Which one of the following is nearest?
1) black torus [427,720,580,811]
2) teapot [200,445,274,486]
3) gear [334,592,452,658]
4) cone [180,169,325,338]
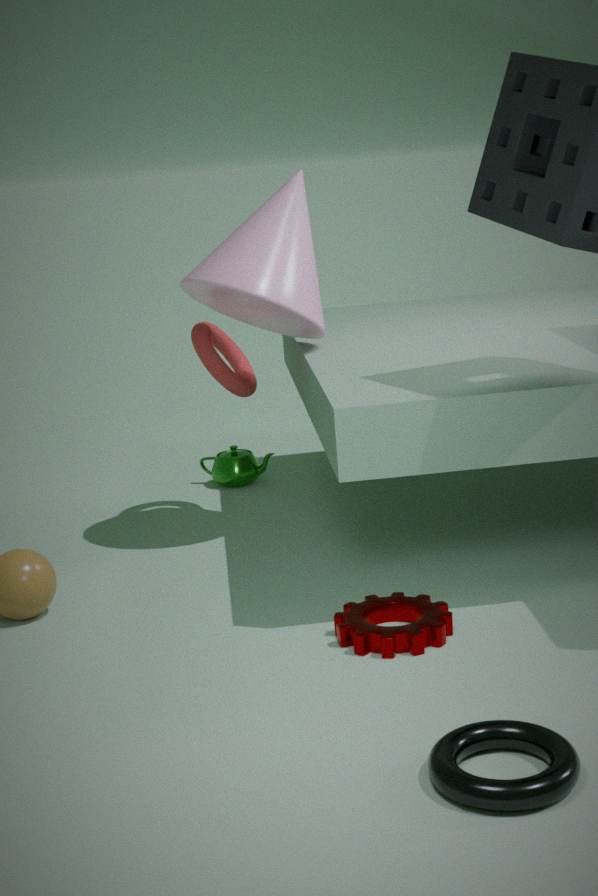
1. black torus [427,720,580,811]
